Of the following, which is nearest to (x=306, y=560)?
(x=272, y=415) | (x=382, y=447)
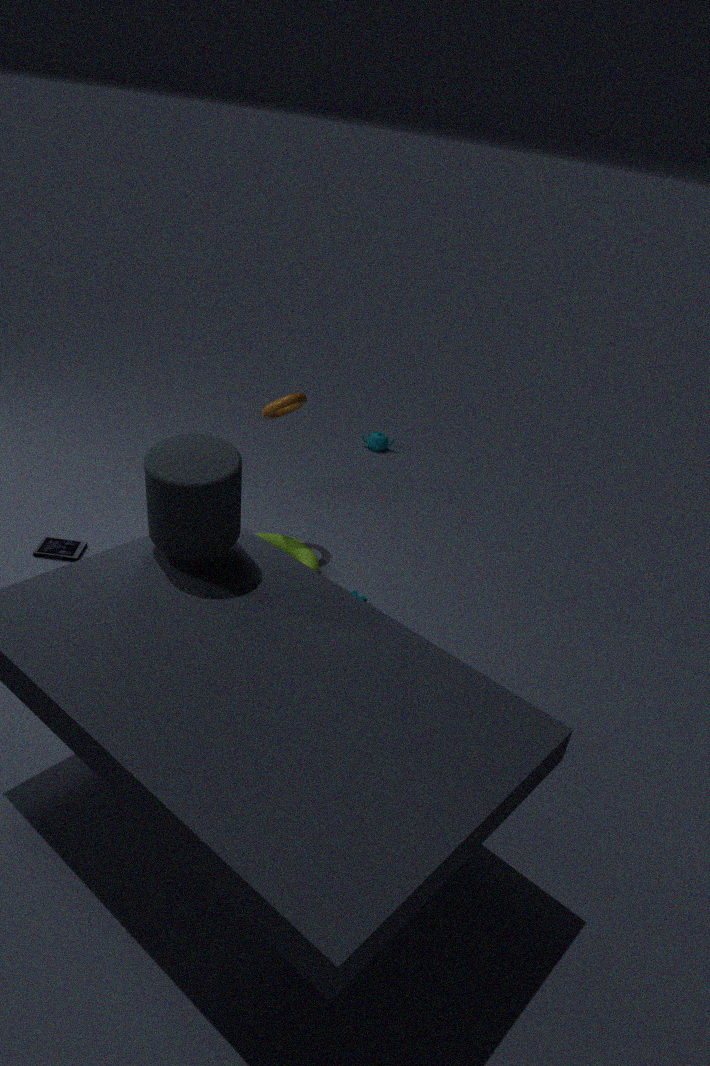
(x=272, y=415)
